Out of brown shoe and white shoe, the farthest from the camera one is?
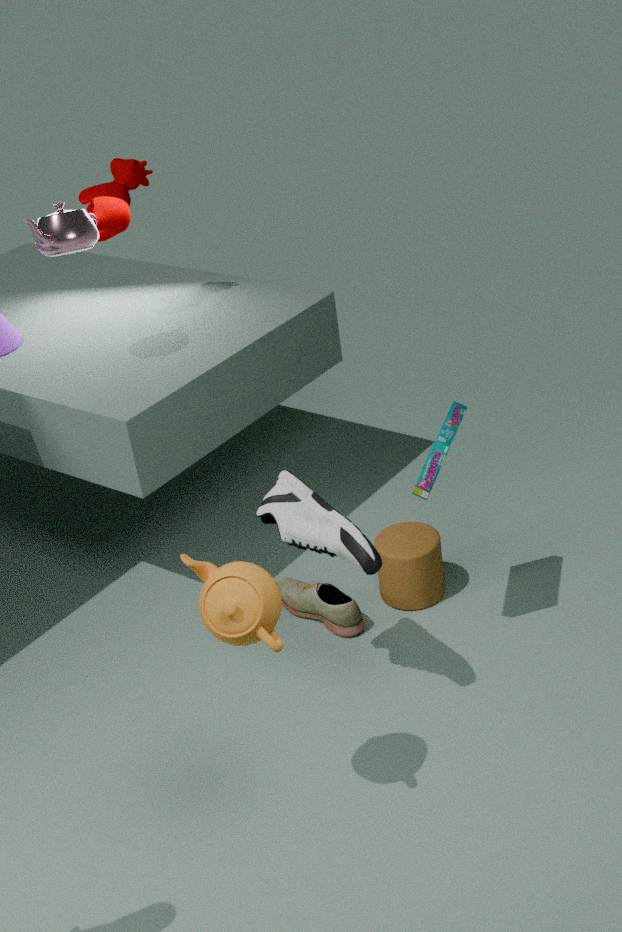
brown shoe
